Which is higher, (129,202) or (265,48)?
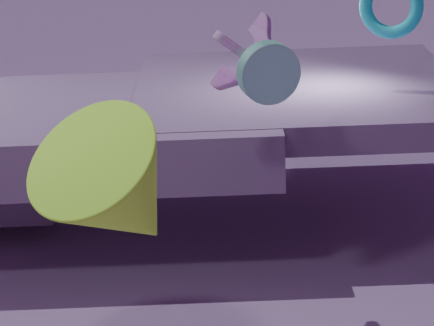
(265,48)
